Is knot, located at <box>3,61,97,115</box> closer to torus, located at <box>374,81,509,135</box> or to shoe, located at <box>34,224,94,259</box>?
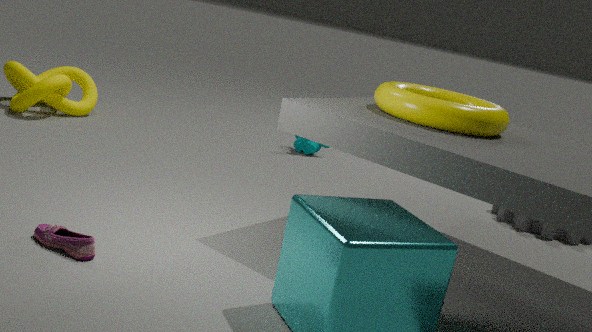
shoe, located at <box>34,224,94,259</box>
